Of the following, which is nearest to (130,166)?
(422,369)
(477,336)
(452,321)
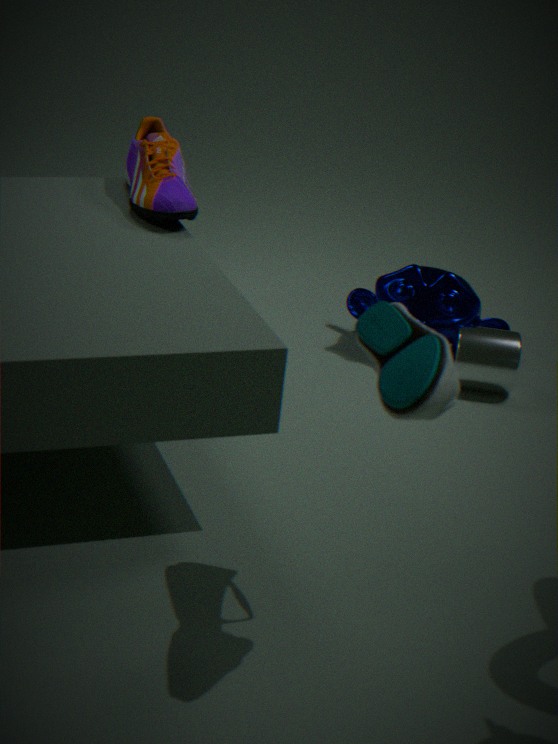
(452,321)
